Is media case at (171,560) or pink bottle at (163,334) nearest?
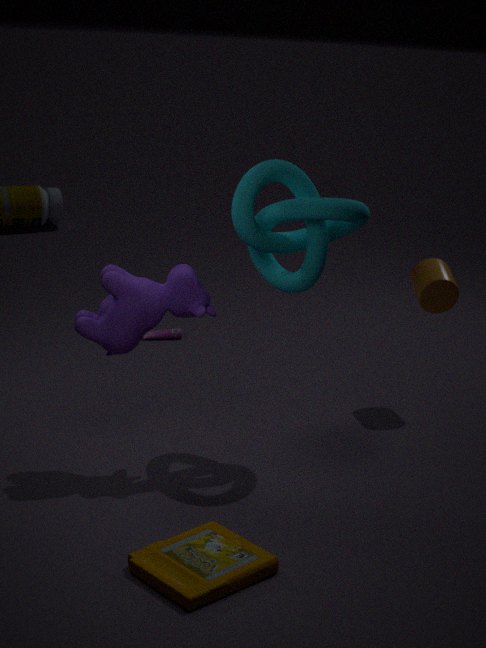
media case at (171,560)
